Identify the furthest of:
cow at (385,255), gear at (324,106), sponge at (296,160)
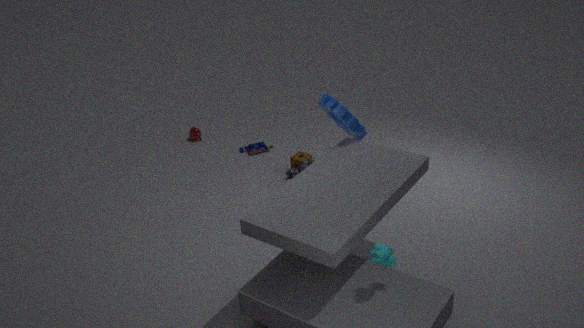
sponge at (296,160)
